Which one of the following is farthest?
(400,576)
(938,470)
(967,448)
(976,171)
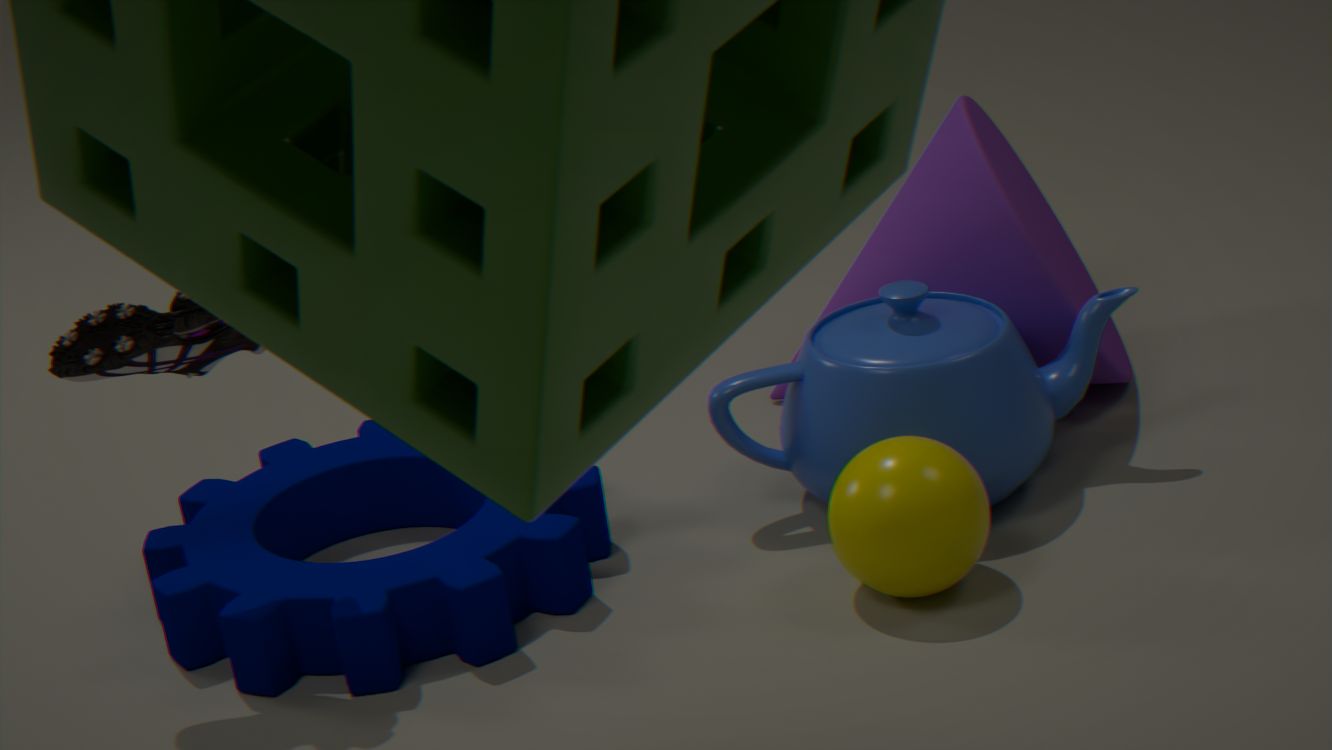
(976,171)
